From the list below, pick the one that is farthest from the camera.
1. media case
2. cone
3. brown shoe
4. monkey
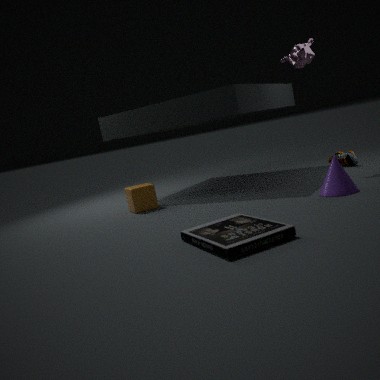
brown shoe
